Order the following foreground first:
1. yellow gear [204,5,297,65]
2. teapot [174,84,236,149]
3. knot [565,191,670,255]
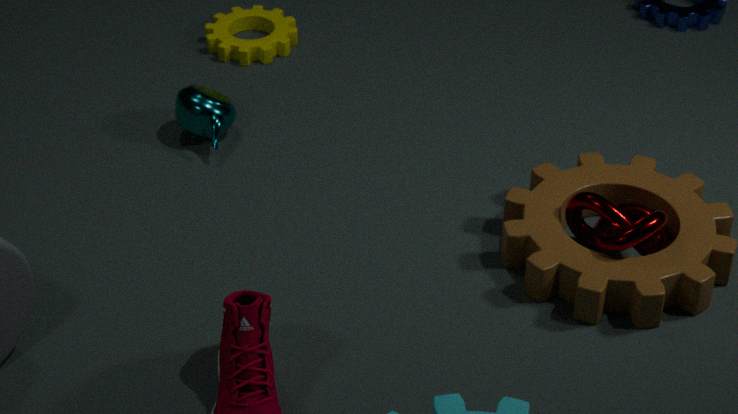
knot [565,191,670,255] → teapot [174,84,236,149] → yellow gear [204,5,297,65]
